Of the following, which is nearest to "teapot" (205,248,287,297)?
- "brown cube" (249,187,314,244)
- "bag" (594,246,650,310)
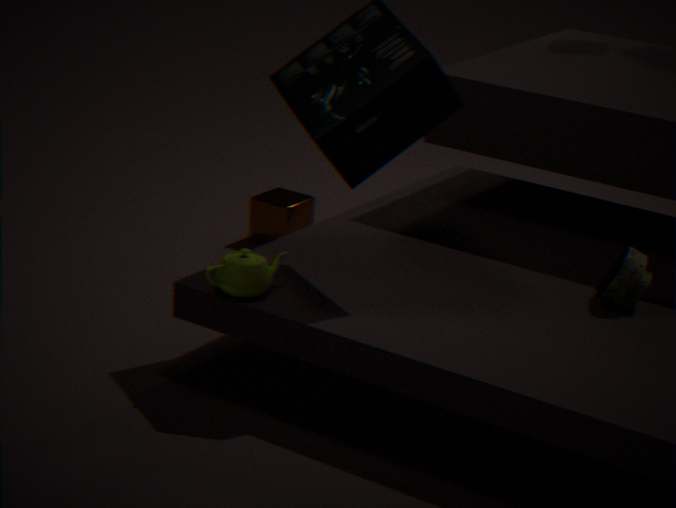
"bag" (594,246,650,310)
